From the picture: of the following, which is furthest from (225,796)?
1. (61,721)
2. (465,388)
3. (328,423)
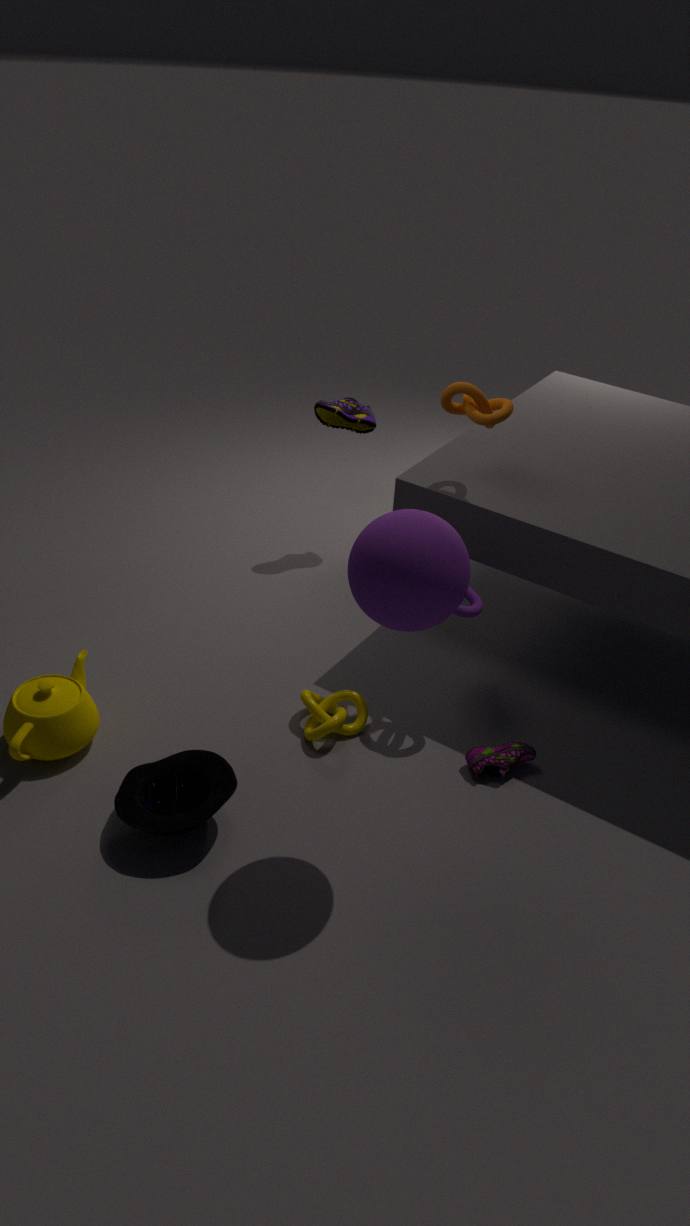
(328,423)
